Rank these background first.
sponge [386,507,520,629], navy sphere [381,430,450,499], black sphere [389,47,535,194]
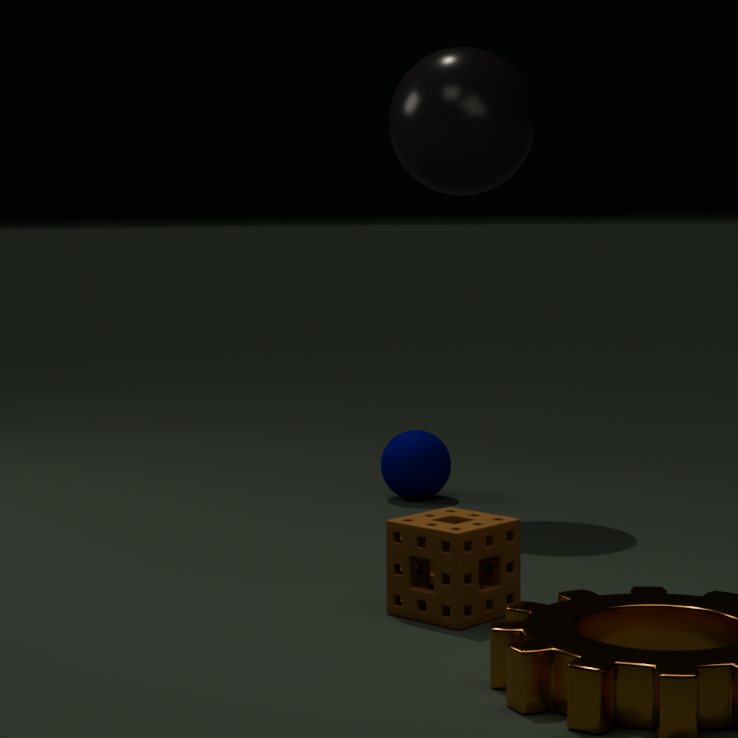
1. navy sphere [381,430,450,499]
2. black sphere [389,47,535,194]
3. sponge [386,507,520,629]
